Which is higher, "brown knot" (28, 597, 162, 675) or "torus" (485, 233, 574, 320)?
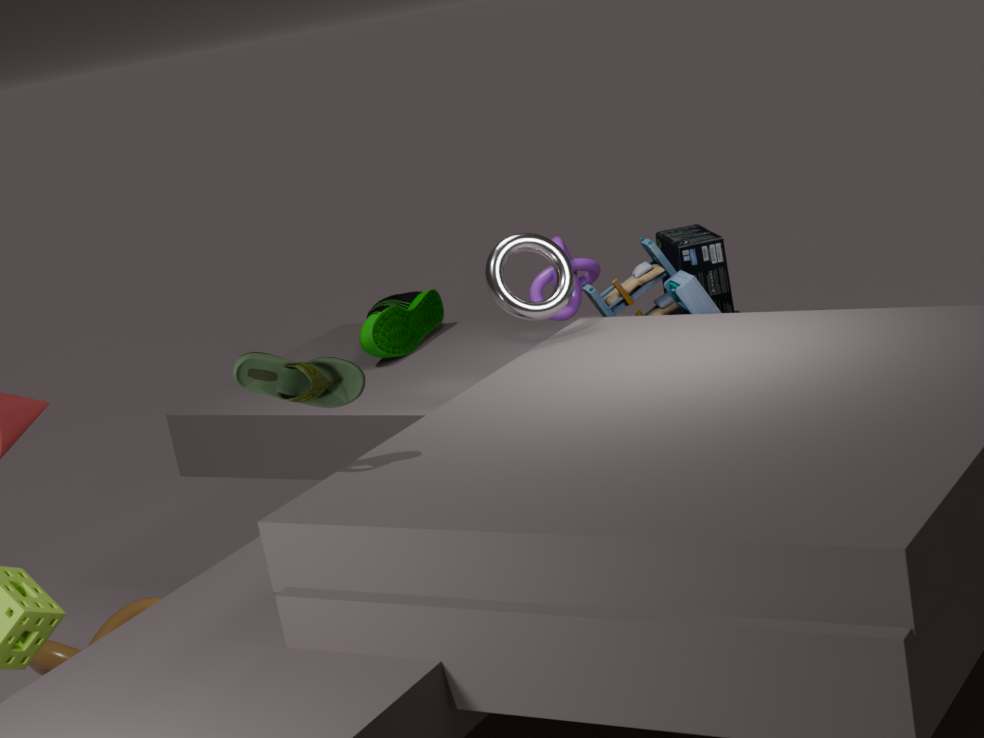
"torus" (485, 233, 574, 320)
